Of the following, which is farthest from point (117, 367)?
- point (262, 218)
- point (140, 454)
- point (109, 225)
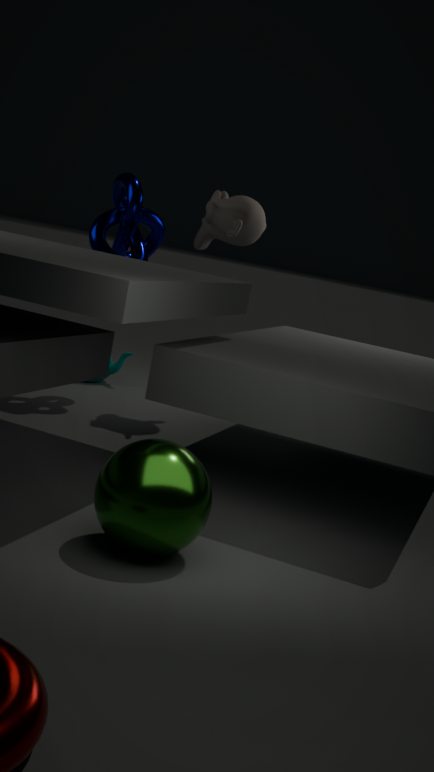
point (140, 454)
